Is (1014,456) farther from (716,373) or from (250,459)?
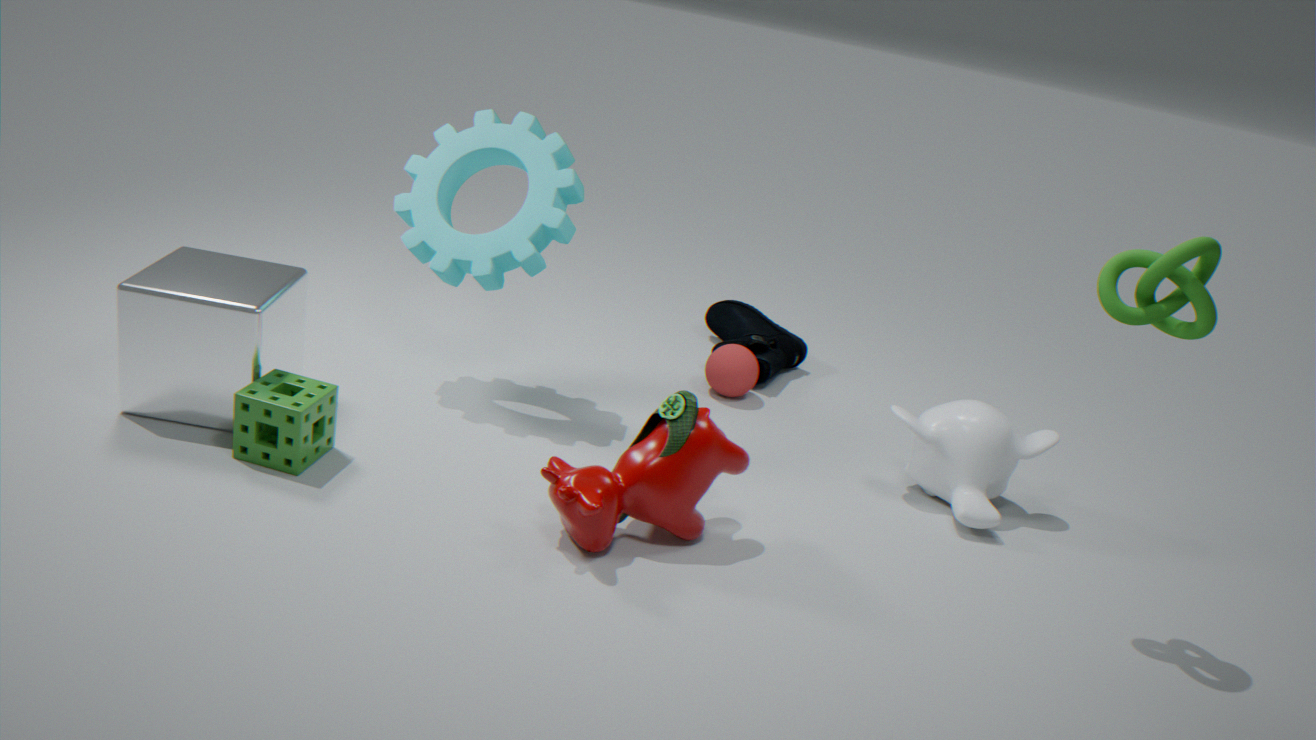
(250,459)
